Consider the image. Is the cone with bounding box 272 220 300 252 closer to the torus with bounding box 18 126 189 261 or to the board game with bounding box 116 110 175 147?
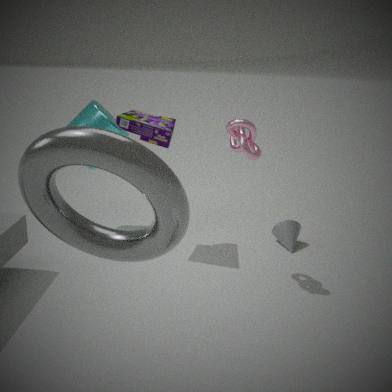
the board game with bounding box 116 110 175 147
